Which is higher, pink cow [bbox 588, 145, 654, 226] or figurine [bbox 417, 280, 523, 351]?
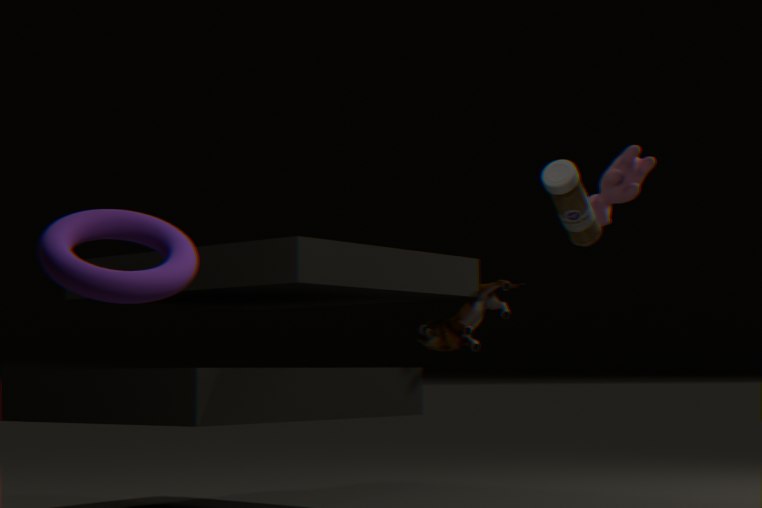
pink cow [bbox 588, 145, 654, 226]
